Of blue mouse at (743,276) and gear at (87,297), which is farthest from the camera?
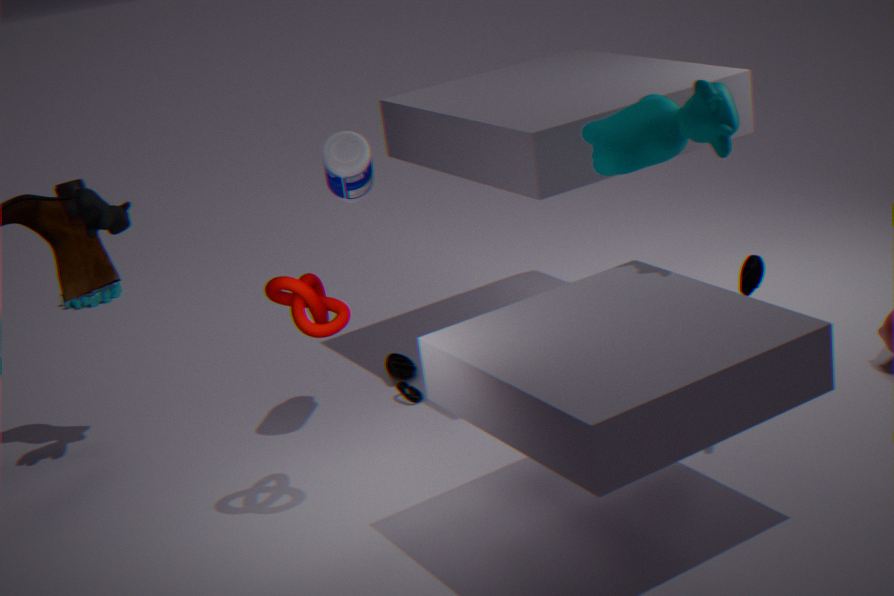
gear at (87,297)
